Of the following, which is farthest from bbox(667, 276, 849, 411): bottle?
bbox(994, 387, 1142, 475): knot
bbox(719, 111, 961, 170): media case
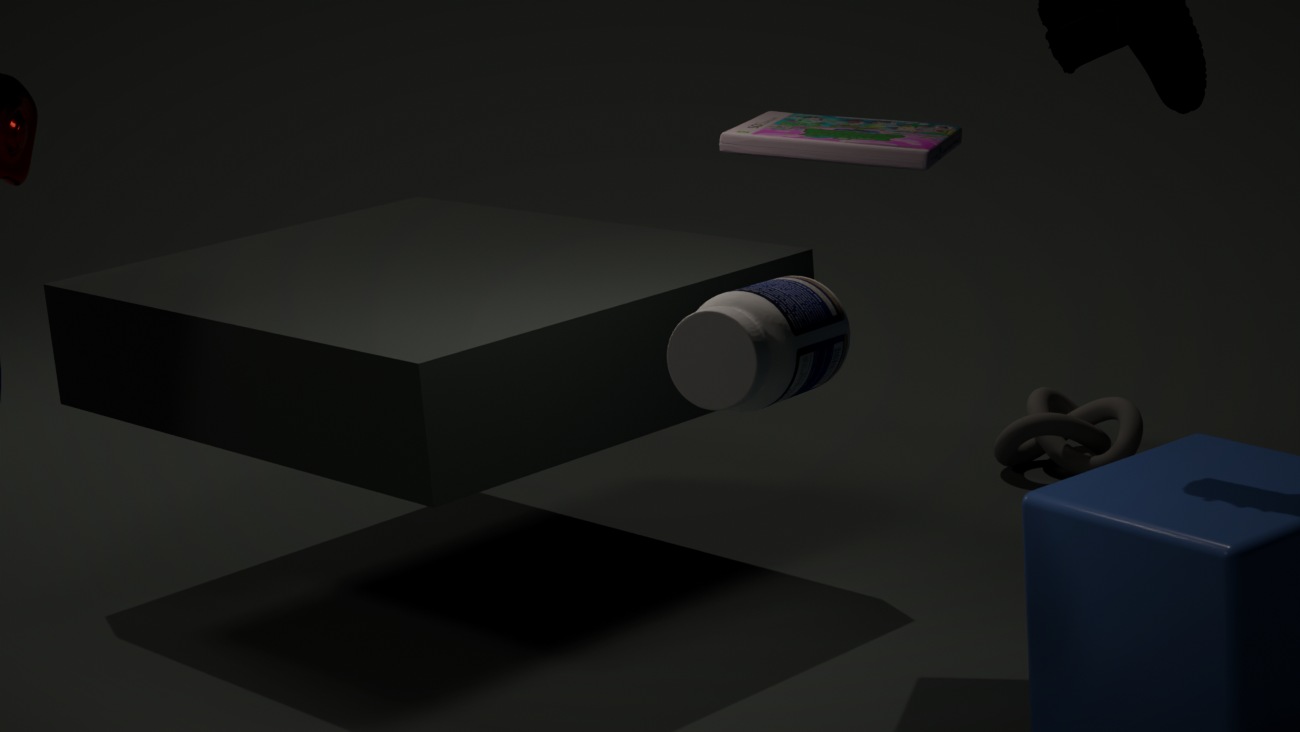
bbox(994, 387, 1142, 475): knot
